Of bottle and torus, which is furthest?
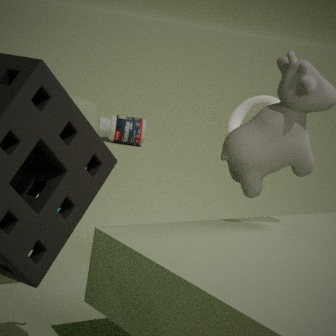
bottle
